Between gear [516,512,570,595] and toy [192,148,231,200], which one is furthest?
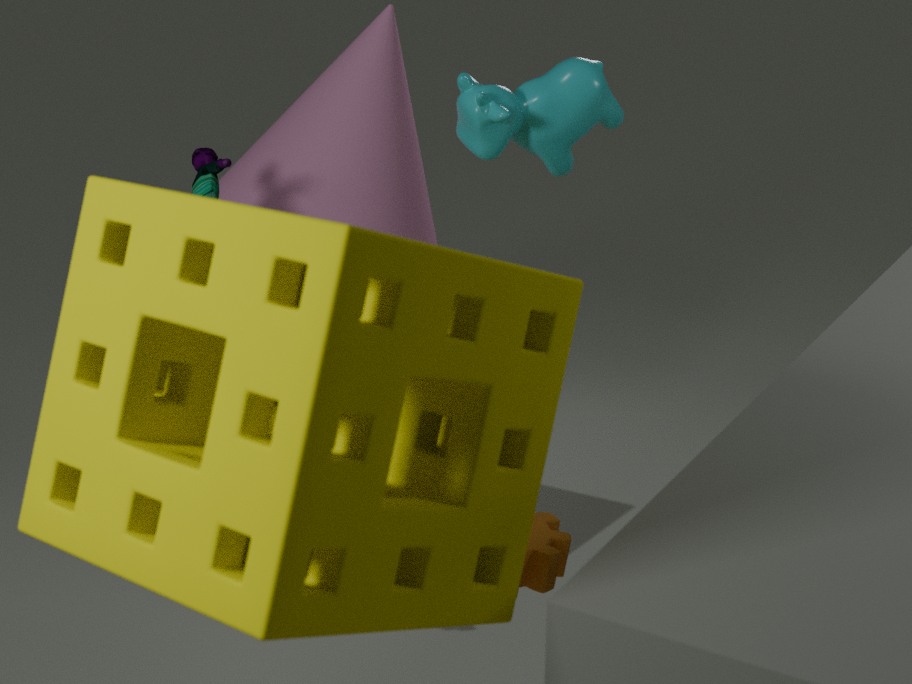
toy [192,148,231,200]
